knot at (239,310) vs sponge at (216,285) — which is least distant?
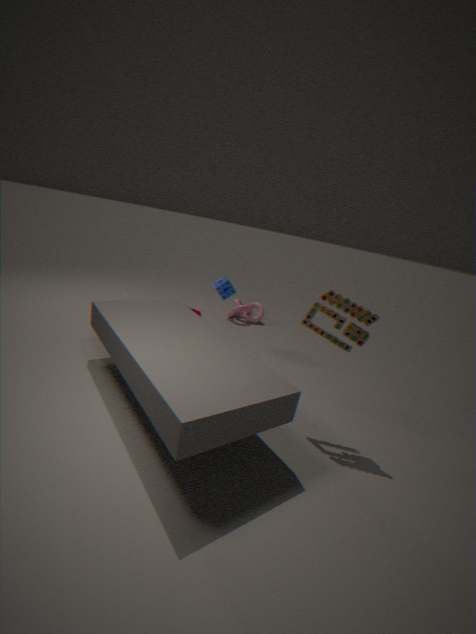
sponge at (216,285)
